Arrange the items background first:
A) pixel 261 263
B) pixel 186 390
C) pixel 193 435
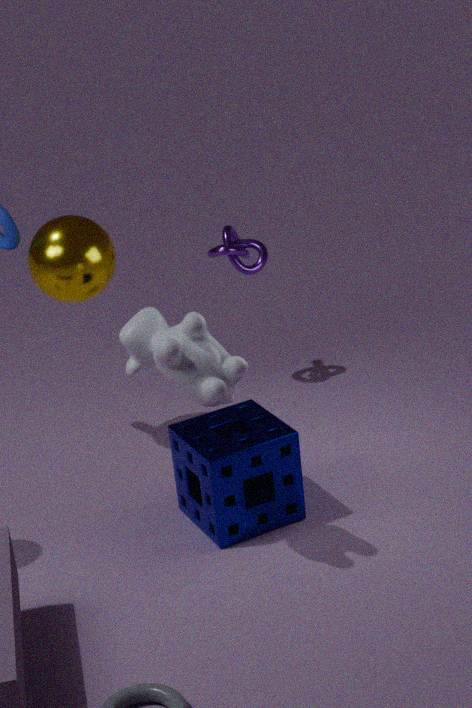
pixel 261 263 < pixel 193 435 < pixel 186 390
